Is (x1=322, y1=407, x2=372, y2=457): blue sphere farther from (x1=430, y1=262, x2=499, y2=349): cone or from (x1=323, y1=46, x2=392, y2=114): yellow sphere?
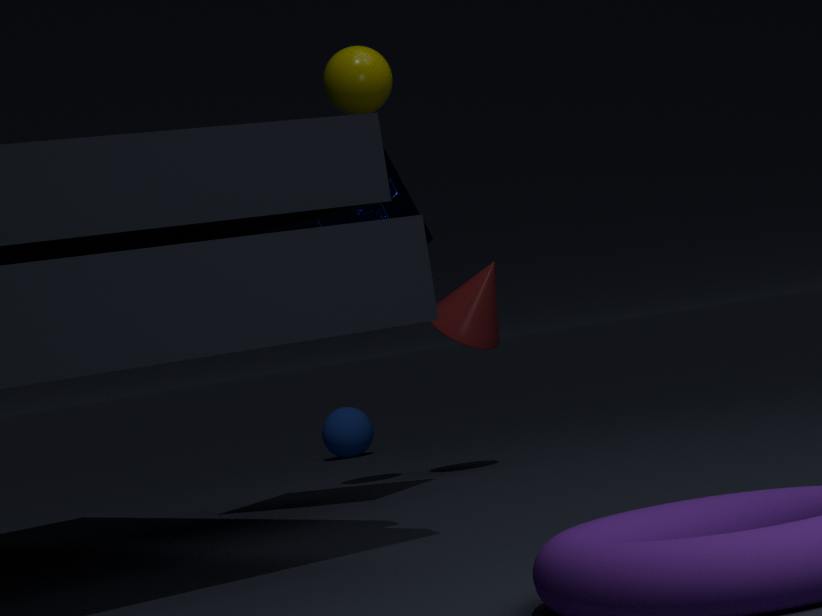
(x1=323, y1=46, x2=392, y2=114): yellow sphere
